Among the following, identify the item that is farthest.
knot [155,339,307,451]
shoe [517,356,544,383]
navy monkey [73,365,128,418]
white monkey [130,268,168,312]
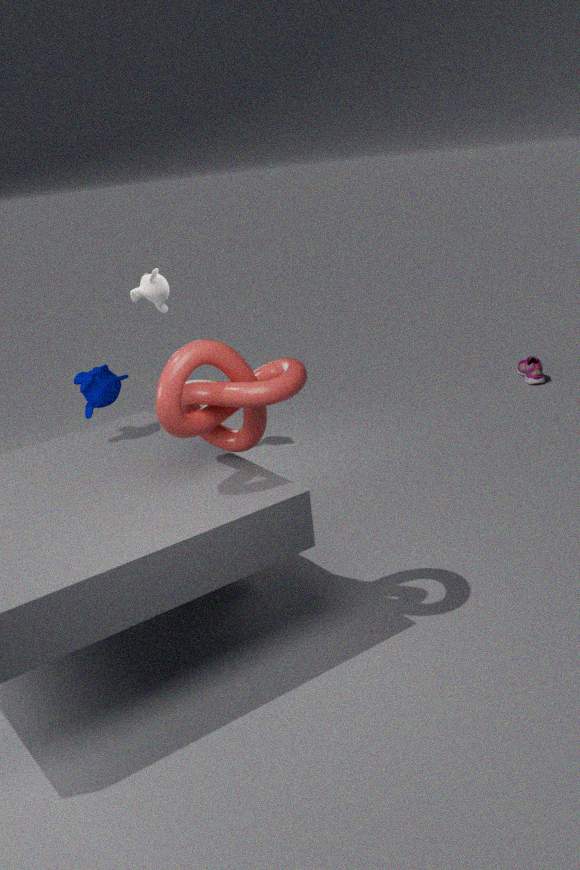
shoe [517,356,544,383]
